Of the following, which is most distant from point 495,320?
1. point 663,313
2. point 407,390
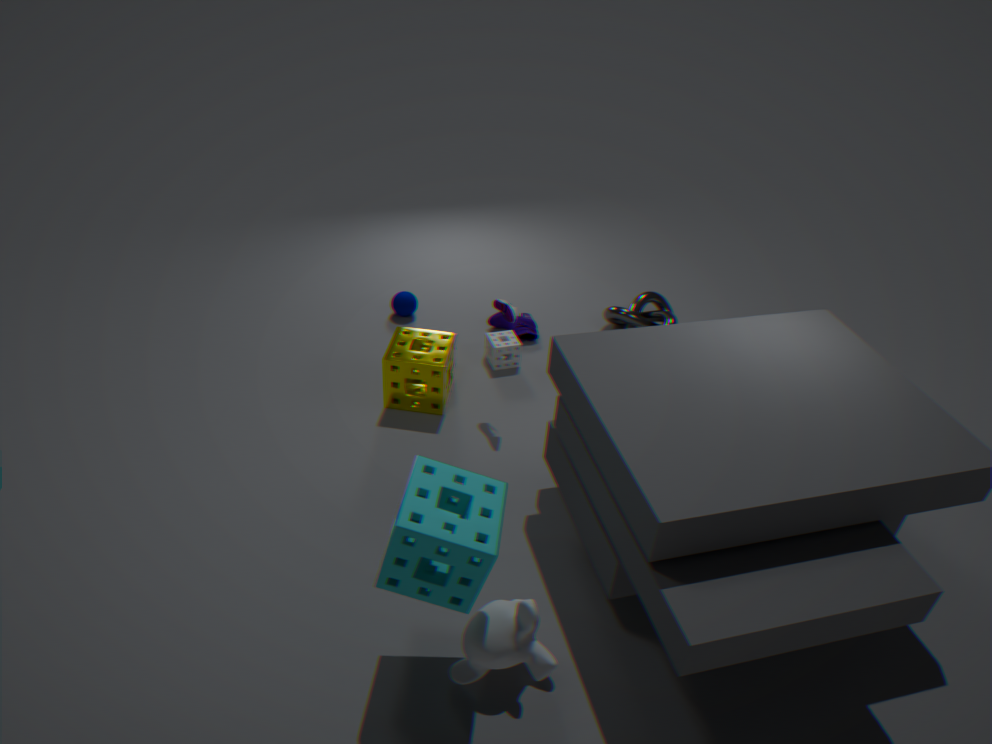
point 407,390
